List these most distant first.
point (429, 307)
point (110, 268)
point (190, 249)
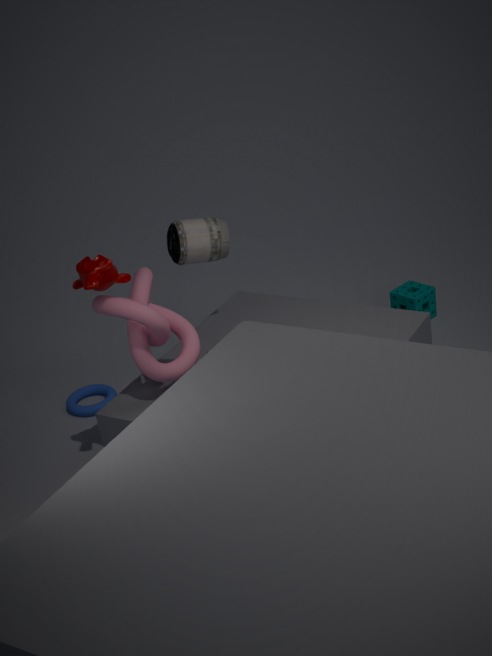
point (429, 307) < point (190, 249) < point (110, 268)
